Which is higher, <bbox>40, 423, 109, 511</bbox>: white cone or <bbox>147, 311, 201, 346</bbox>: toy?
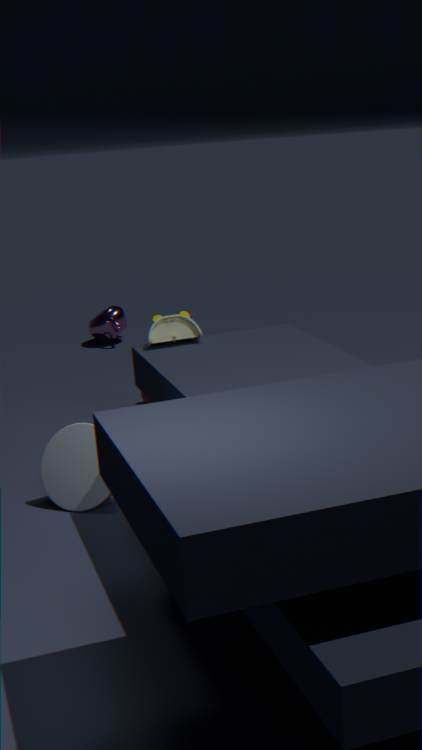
<bbox>147, 311, 201, 346</bbox>: toy
